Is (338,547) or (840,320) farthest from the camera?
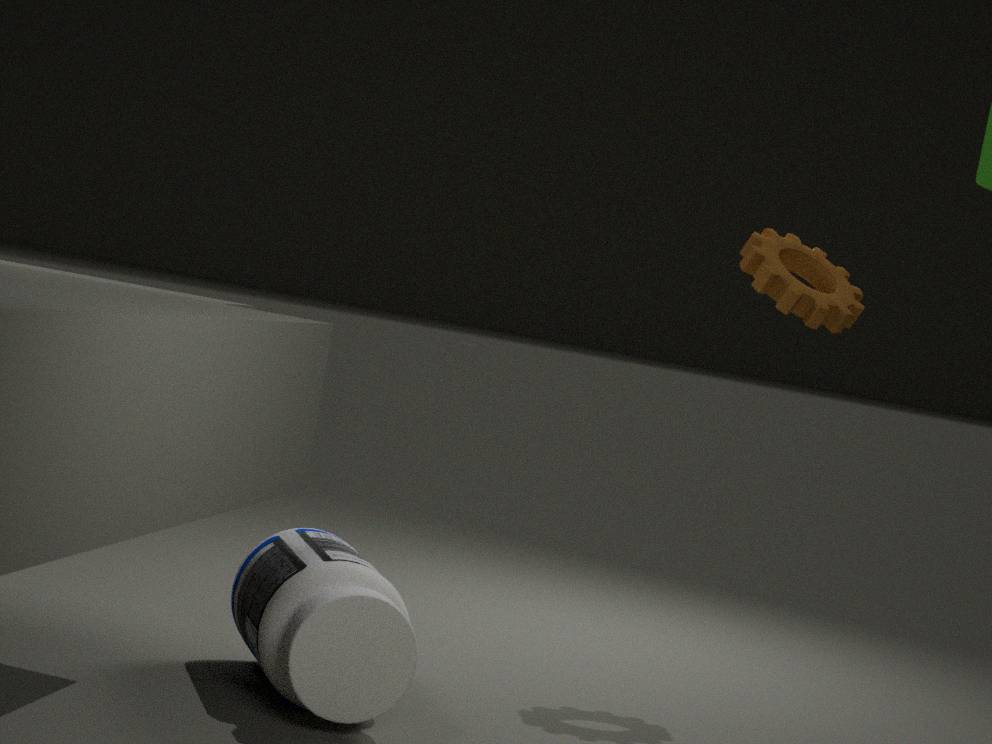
(840,320)
